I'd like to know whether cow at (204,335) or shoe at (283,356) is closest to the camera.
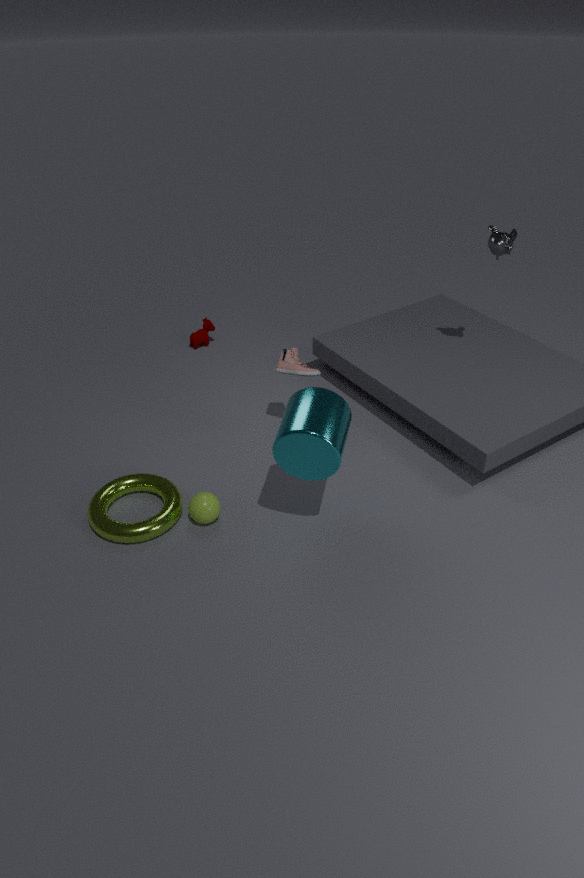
shoe at (283,356)
